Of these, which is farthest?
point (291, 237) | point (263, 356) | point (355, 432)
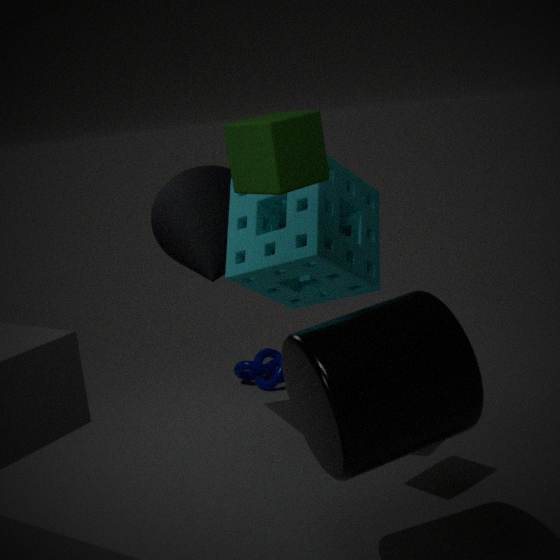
point (263, 356)
